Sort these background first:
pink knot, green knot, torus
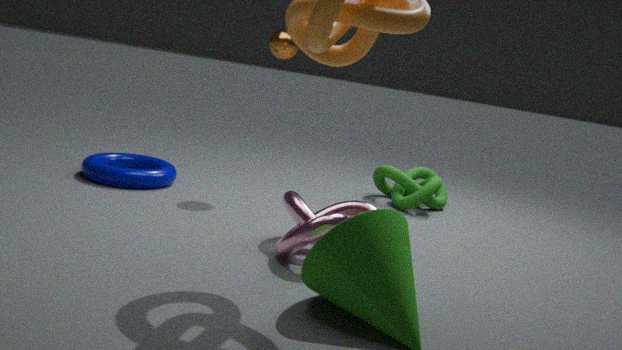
green knot → torus → pink knot
